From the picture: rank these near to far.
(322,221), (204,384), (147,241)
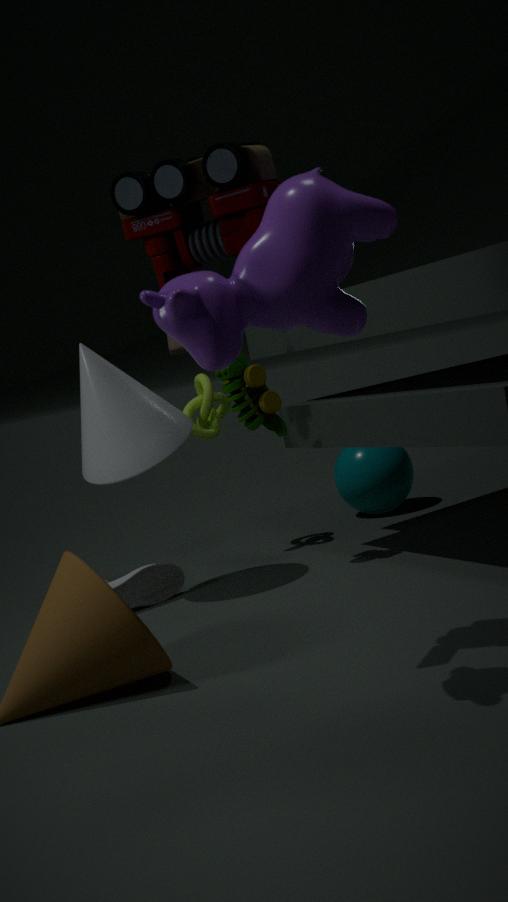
(322,221) → (147,241) → (204,384)
